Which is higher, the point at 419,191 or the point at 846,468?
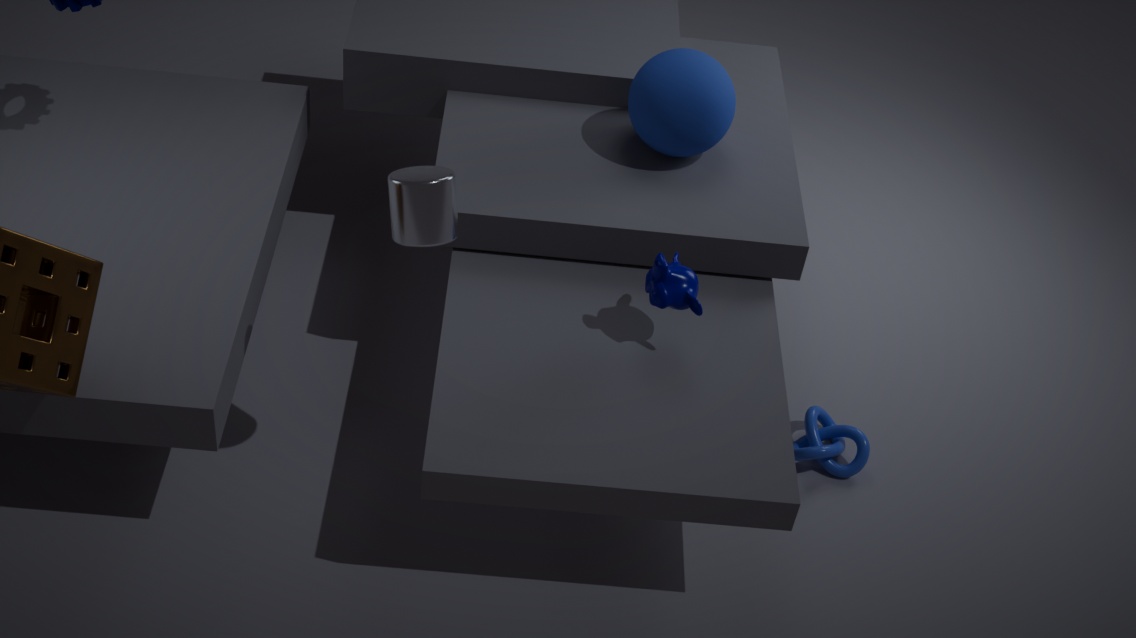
the point at 419,191
